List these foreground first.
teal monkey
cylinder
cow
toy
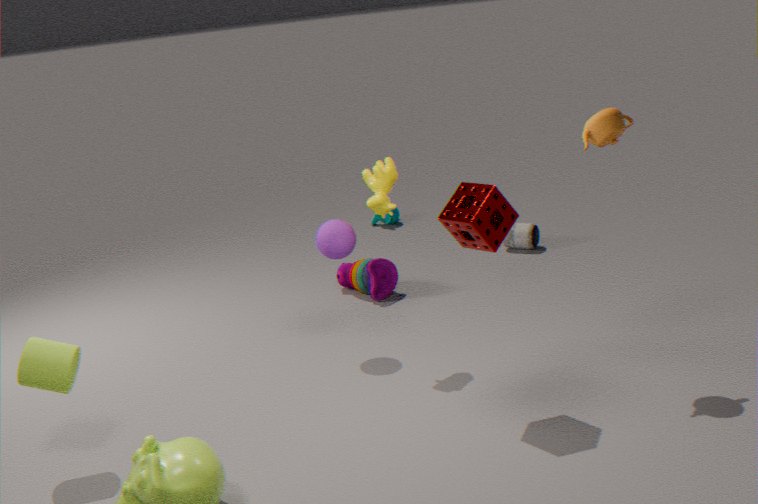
cylinder, cow, toy, teal monkey
